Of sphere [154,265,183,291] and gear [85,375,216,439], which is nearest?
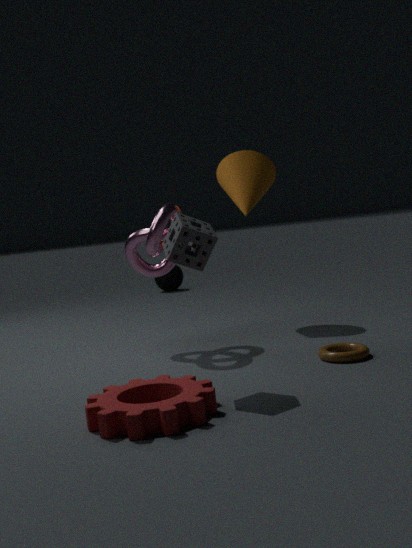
gear [85,375,216,439]
